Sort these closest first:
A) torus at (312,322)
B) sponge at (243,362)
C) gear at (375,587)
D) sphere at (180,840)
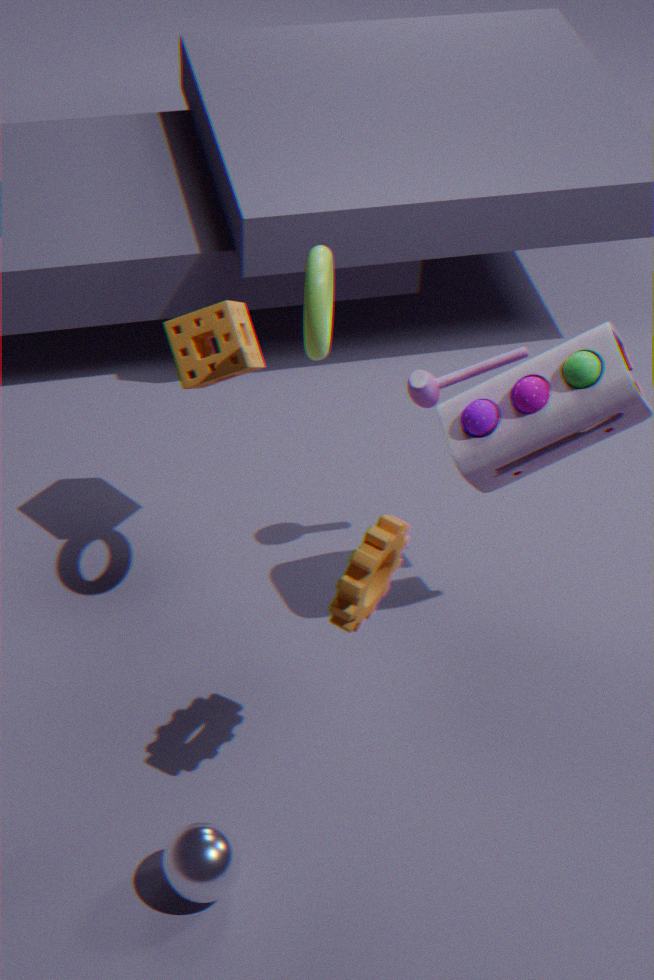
C. gear at (375,587) → D. sphere at (180,840) → A. torus at (312,322) → B. sponge at (243,362)
